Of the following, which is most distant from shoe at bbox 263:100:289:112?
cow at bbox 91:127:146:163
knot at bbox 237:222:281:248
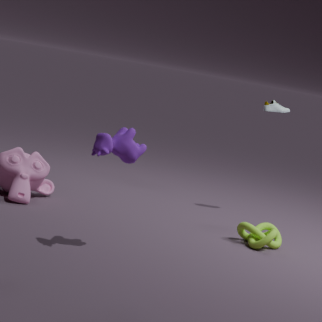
cow at bbox 91:127:146:163
